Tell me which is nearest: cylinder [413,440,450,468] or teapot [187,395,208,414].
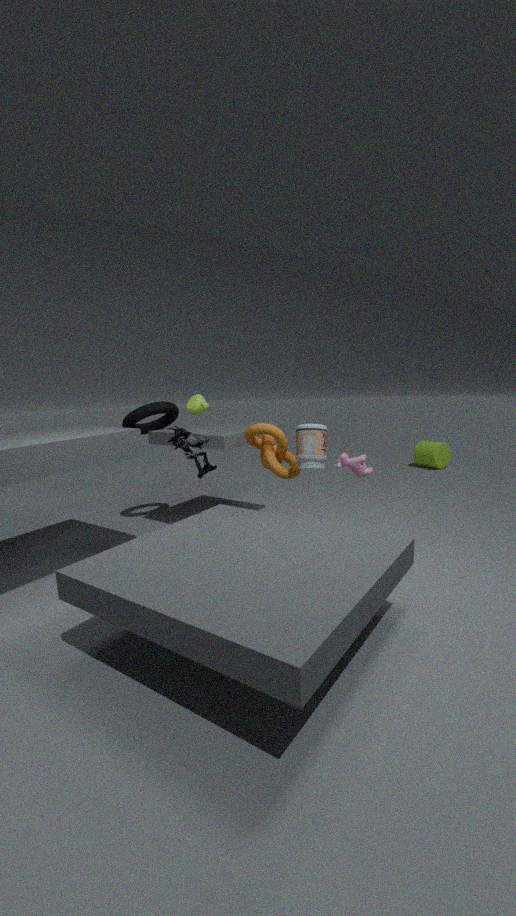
teapot [187,395,208,414]
